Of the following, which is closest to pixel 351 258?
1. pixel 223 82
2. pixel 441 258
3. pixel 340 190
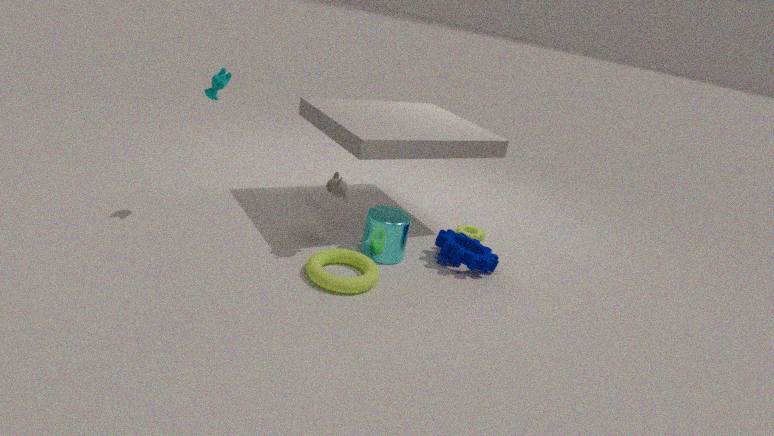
pixel 340 190
